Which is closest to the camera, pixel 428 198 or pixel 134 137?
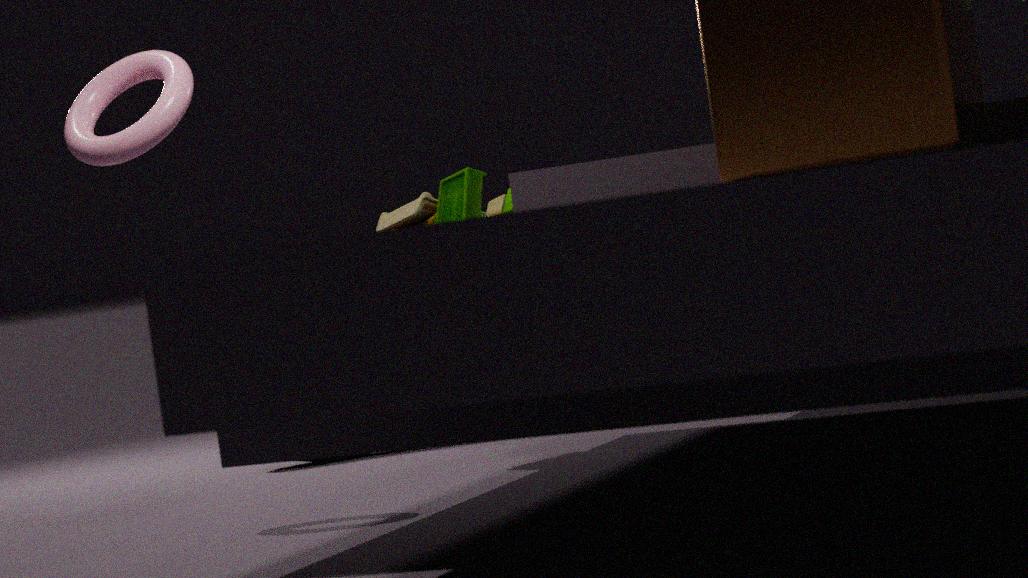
pixel 134 137
